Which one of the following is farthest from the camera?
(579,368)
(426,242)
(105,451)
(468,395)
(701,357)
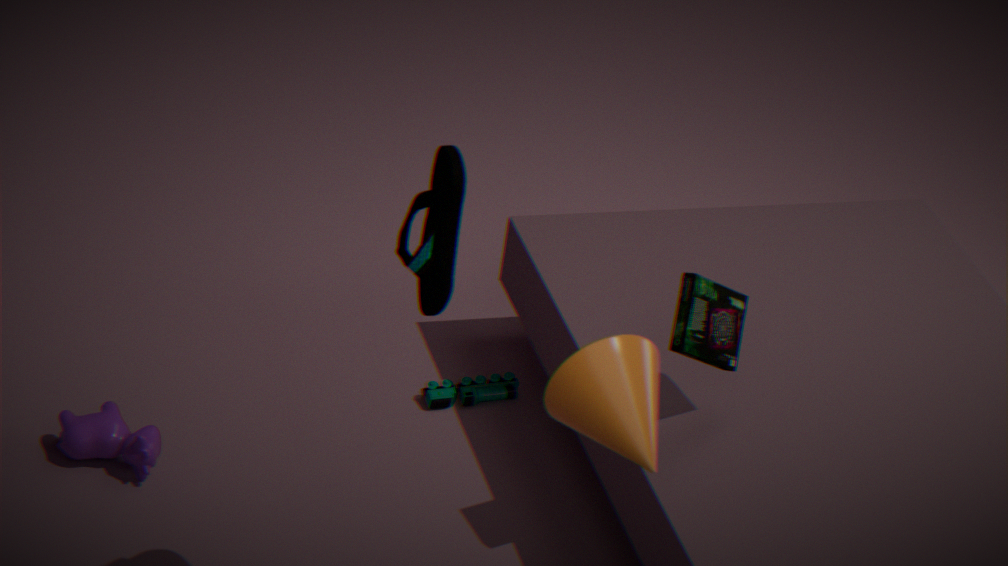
(468,395)
